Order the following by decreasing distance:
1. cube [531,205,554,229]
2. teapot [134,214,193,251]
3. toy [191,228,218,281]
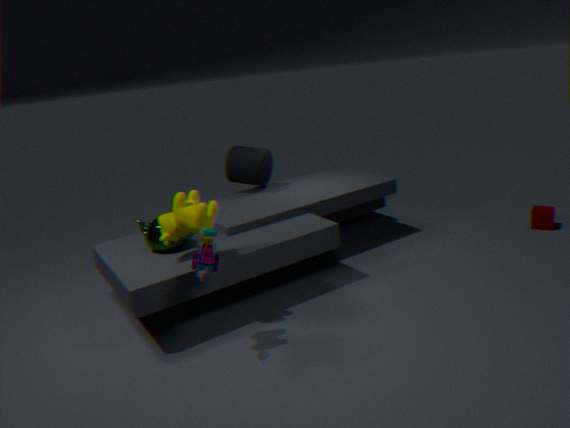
cube [531,205,554,229] → teapot [134,214,193,251] → toy [191,228,218,281]
